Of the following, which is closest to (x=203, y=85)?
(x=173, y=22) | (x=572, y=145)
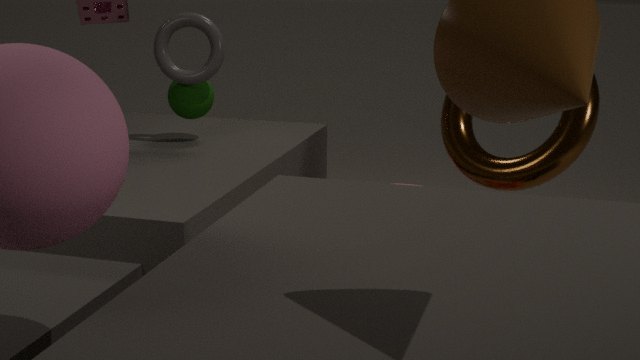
(x=173, y=22)
